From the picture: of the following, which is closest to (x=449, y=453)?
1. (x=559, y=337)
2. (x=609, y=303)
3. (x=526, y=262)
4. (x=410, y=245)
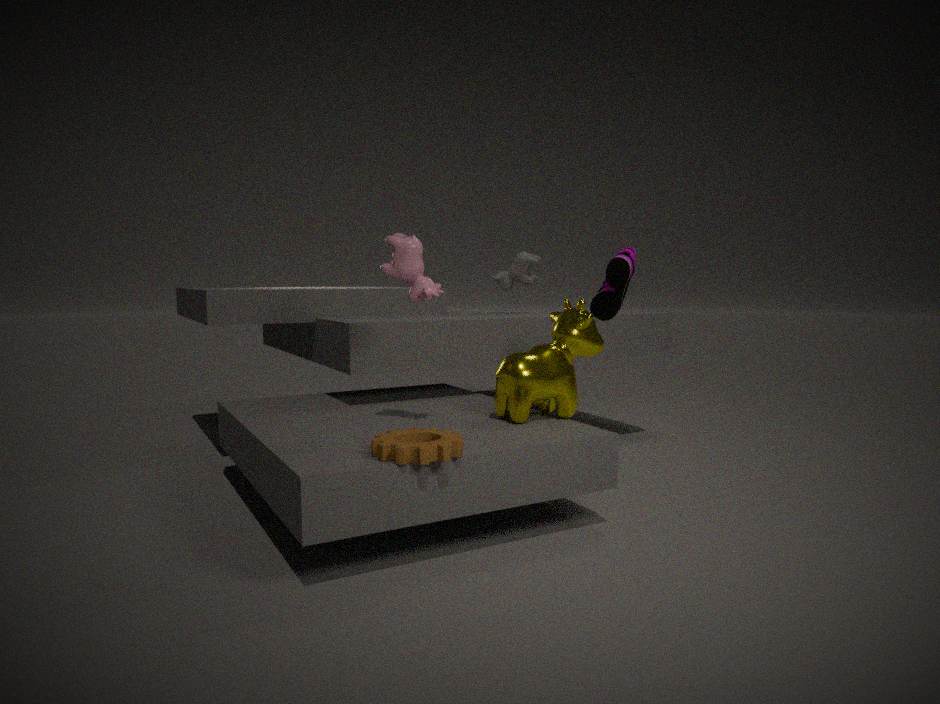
(x=410, y=245)
